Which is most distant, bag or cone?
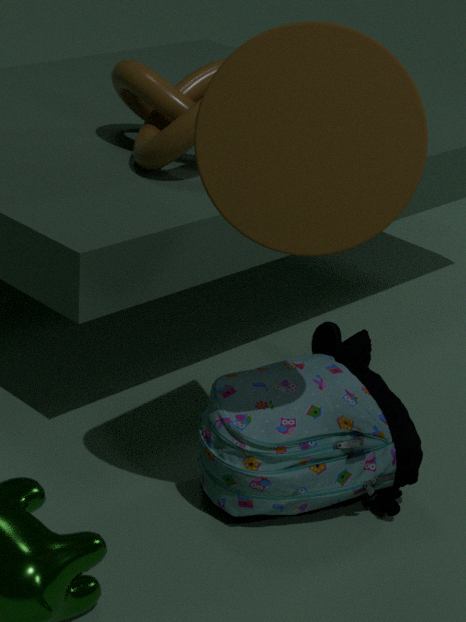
bag
